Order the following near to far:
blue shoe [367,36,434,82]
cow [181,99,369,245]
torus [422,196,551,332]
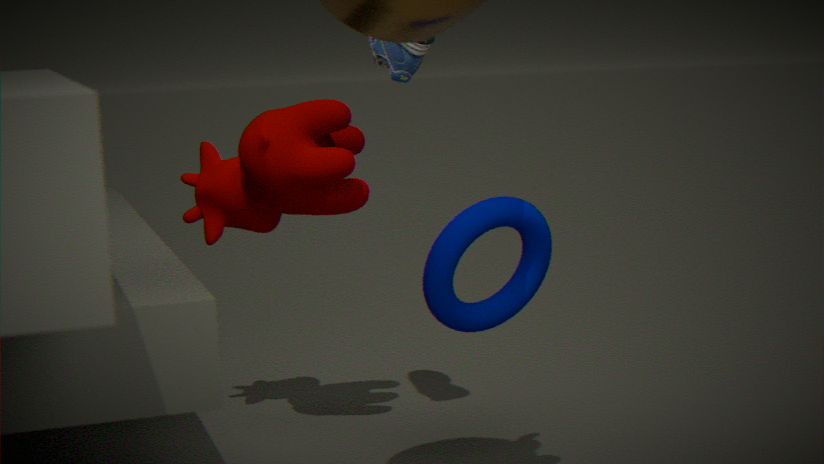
1. torus [422,196,551,332]
2. blue shoe [367,36,434,82]
3. cow [181,99,369,245]
